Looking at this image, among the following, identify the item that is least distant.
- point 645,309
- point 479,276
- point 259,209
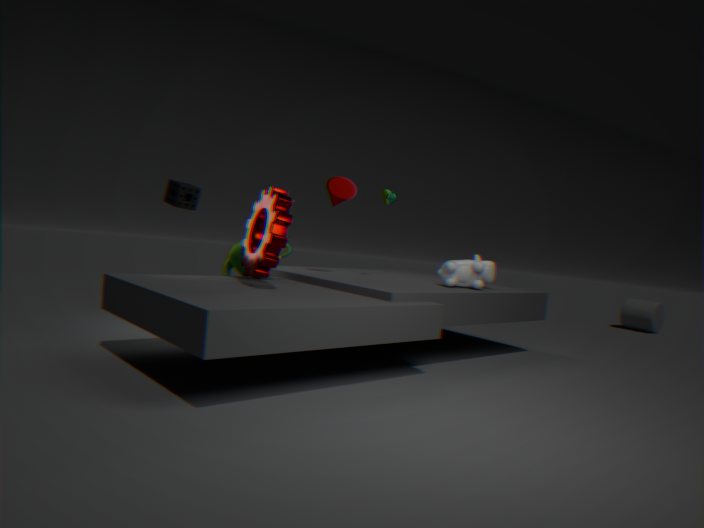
point 259,209
